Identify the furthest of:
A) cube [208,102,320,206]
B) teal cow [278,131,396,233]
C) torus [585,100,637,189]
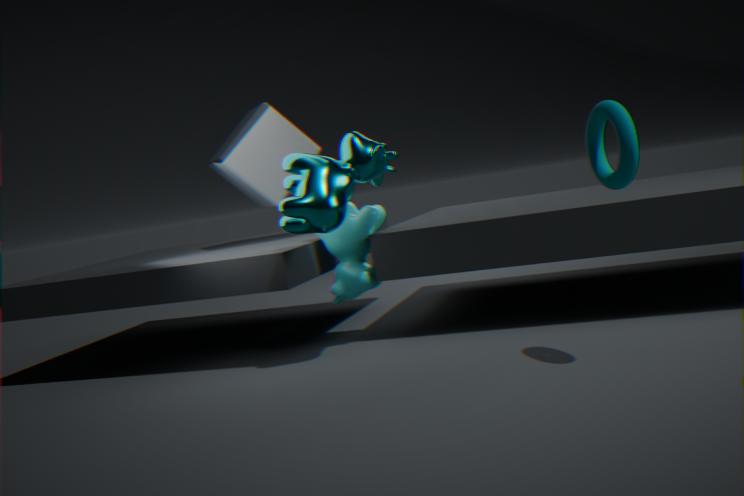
cube [208,102,320,206]
